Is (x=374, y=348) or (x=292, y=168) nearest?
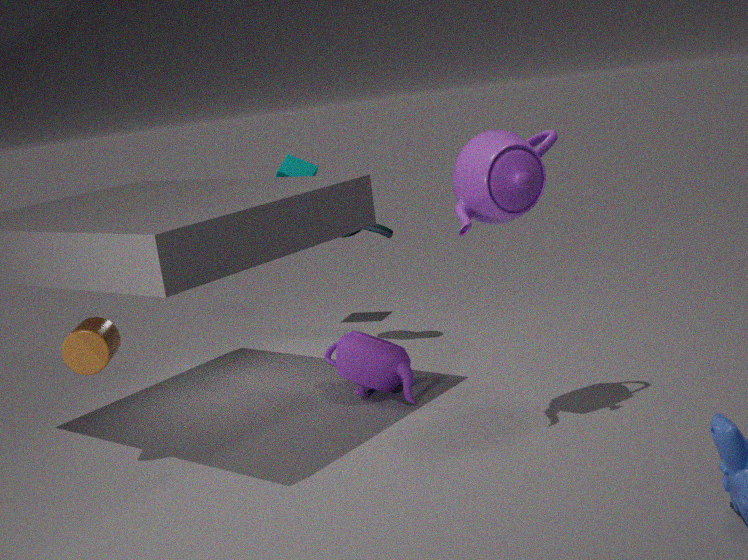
(x=374, y=348)
